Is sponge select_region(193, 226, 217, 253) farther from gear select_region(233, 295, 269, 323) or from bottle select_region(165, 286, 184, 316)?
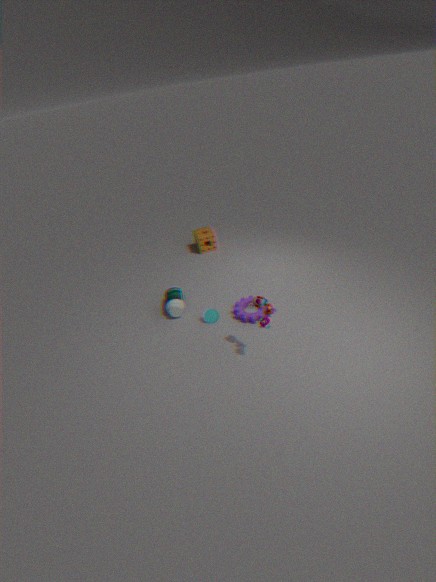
gear select_region(233, 295, 269, 323)
